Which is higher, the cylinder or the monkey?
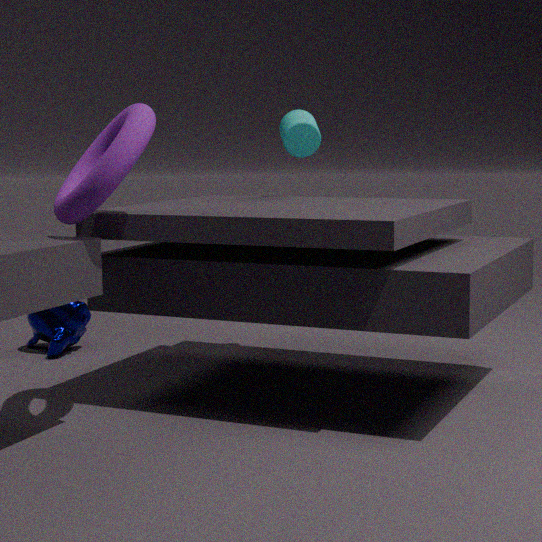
the cylinder
